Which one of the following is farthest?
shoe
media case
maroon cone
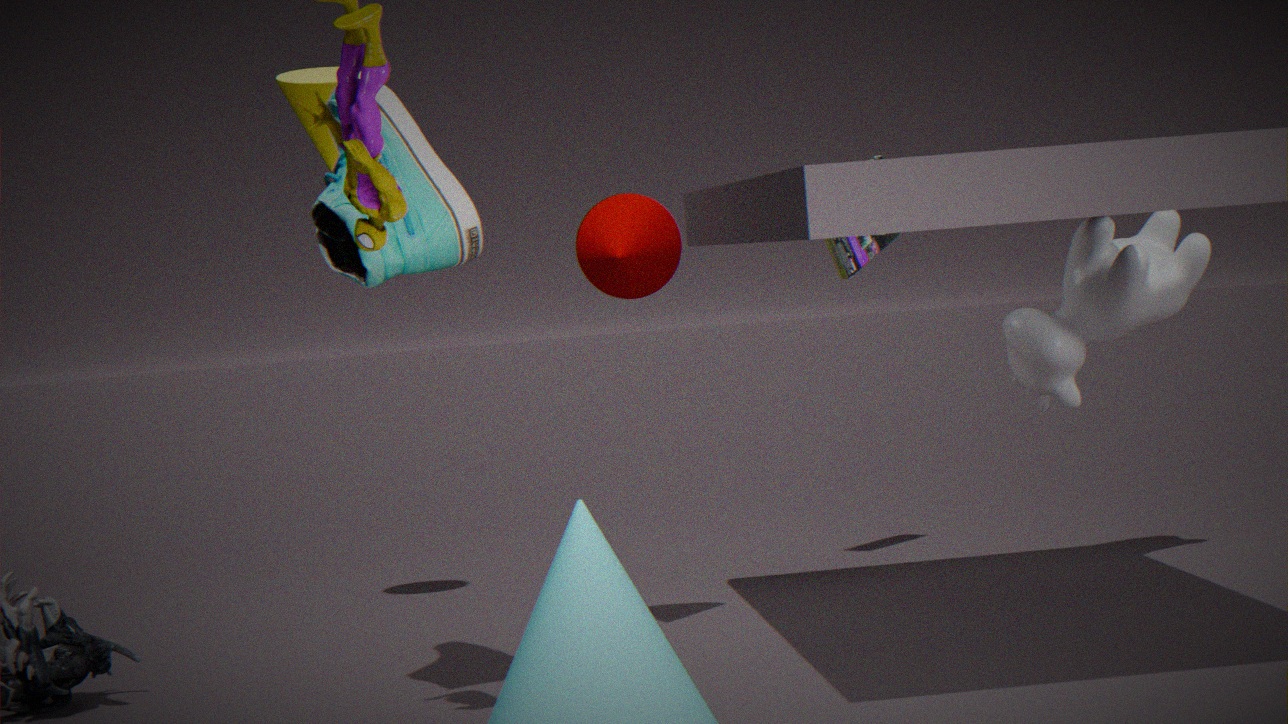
media case
